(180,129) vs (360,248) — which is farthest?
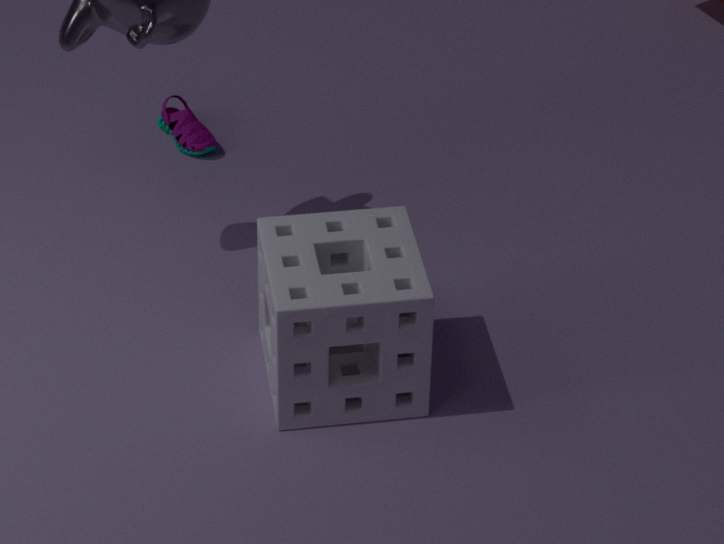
(180,129)
